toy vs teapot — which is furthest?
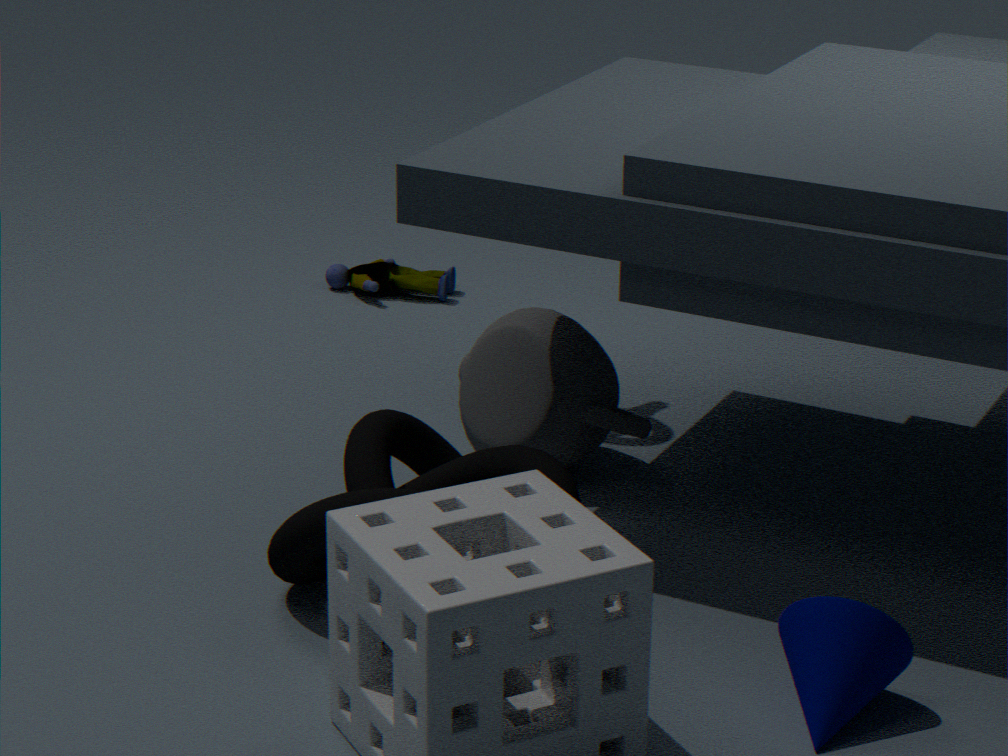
toy
